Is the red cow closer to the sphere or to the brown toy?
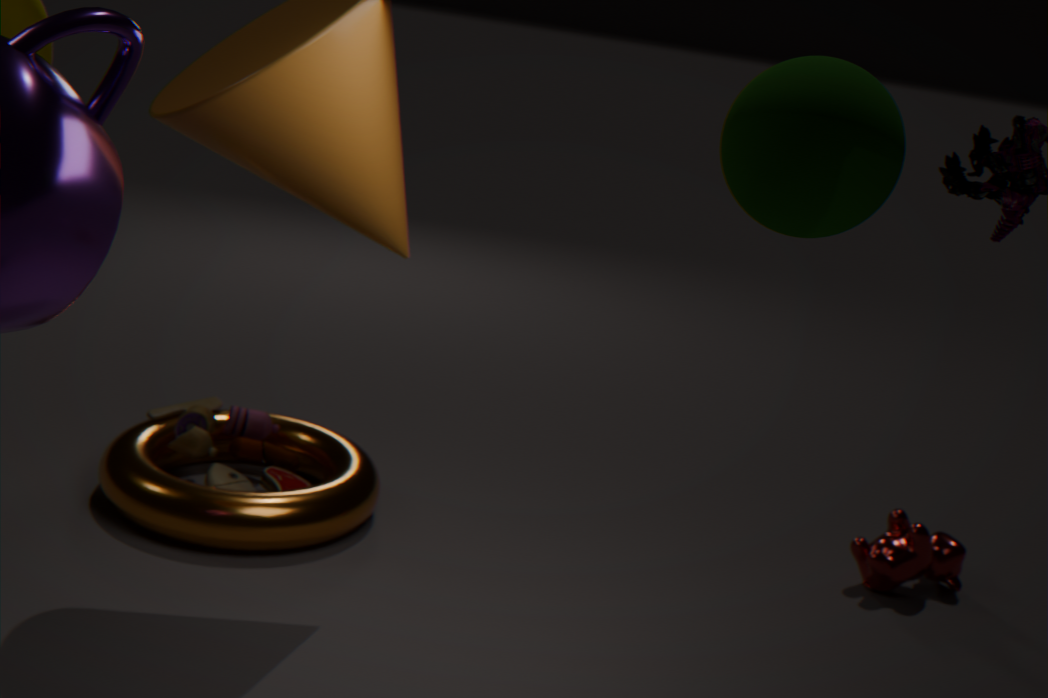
the brown toy
